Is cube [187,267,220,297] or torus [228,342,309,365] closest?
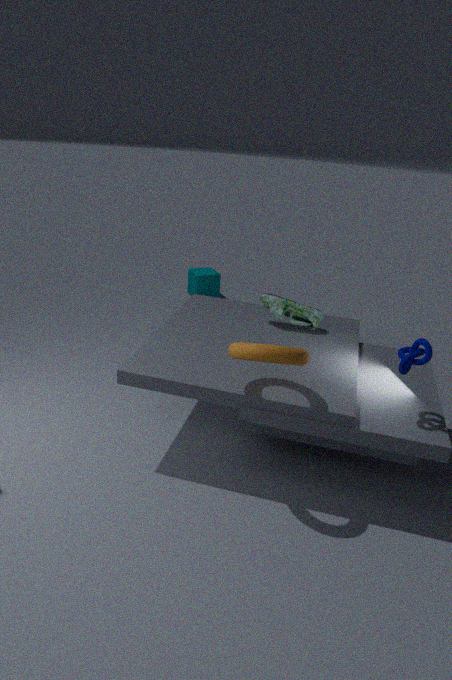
torus [228,342,309,365]
